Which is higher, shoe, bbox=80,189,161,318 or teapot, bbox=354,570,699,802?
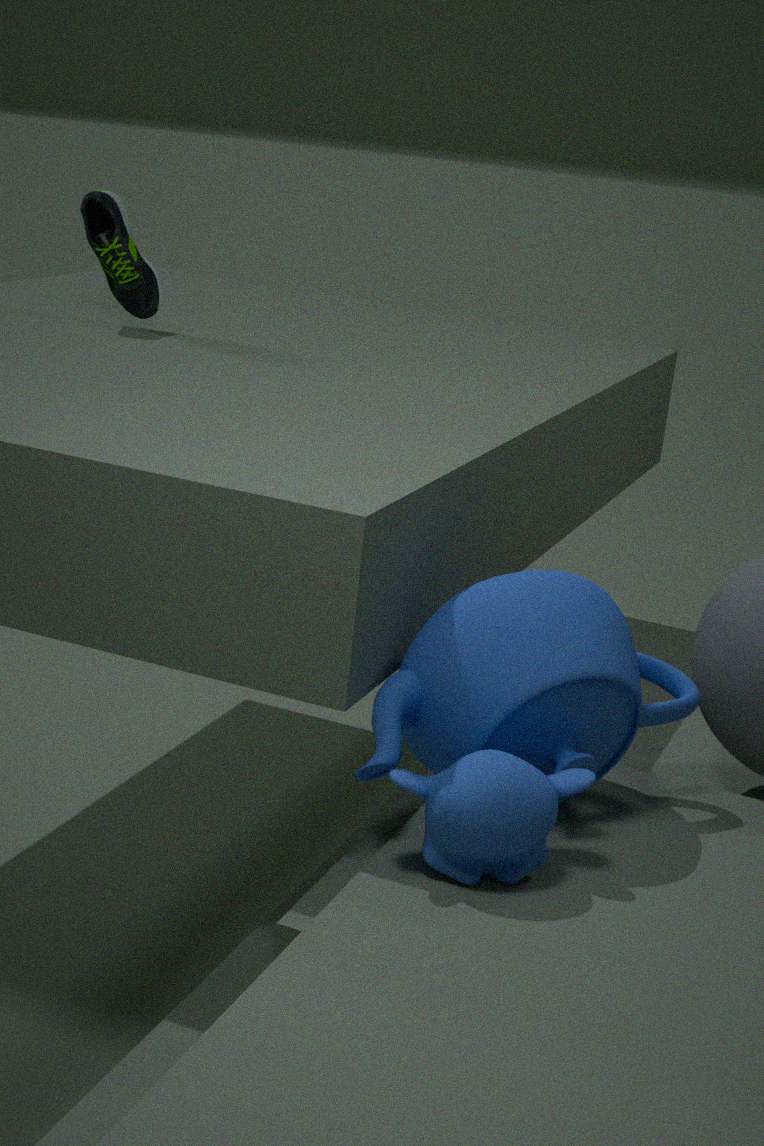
shoe, bbox=80,189,161,318
